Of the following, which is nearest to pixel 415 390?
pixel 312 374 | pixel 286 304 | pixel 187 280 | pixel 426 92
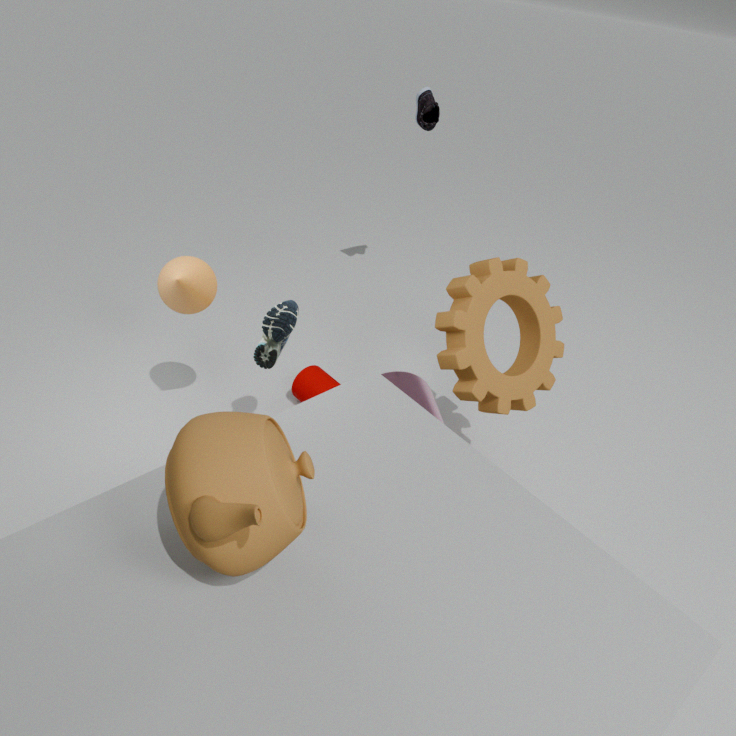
pixel 312 374
